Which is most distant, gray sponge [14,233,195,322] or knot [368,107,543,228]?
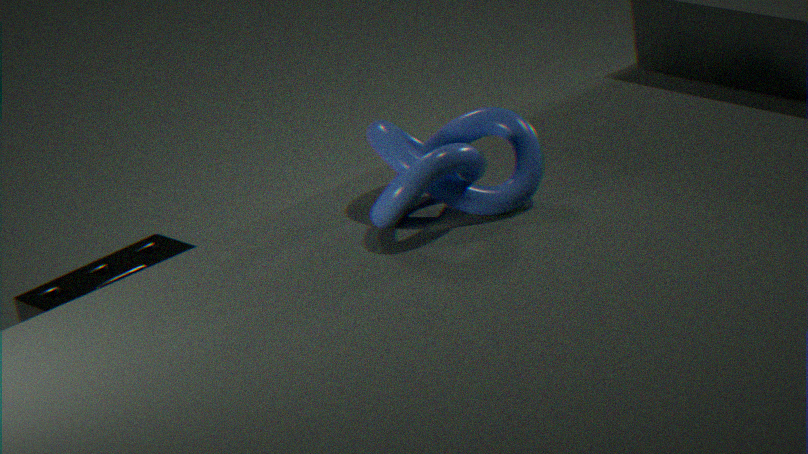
gray sponge [14,233,195,322]
